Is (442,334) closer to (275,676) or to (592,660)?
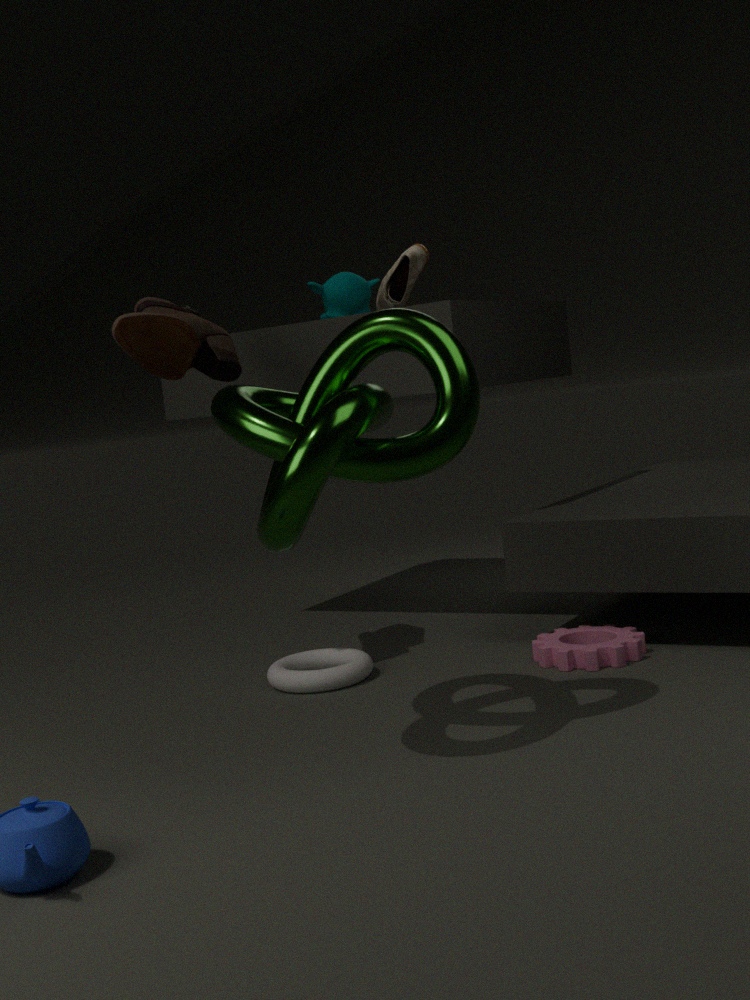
(275,676)
